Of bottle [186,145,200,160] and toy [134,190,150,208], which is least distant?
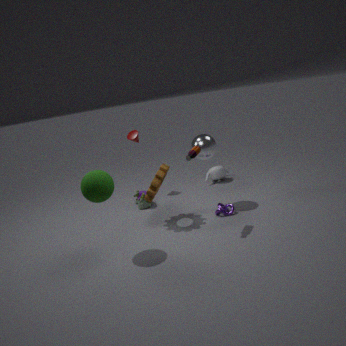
bottle [186,145,200,160]
